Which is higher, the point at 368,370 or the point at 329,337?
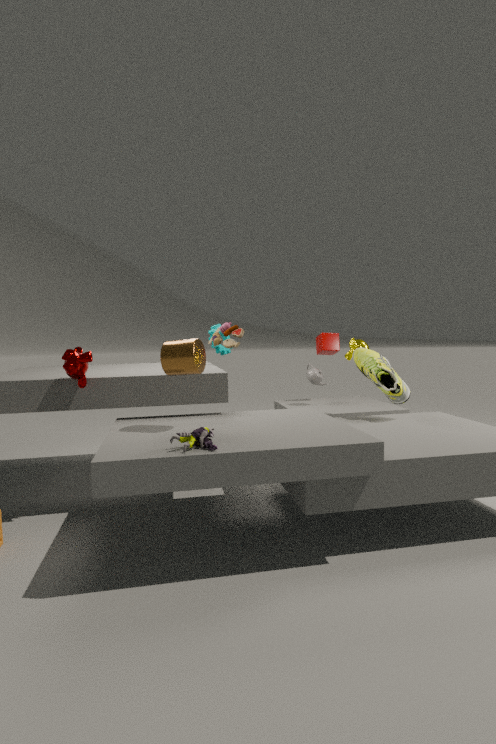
the point at 329,337
